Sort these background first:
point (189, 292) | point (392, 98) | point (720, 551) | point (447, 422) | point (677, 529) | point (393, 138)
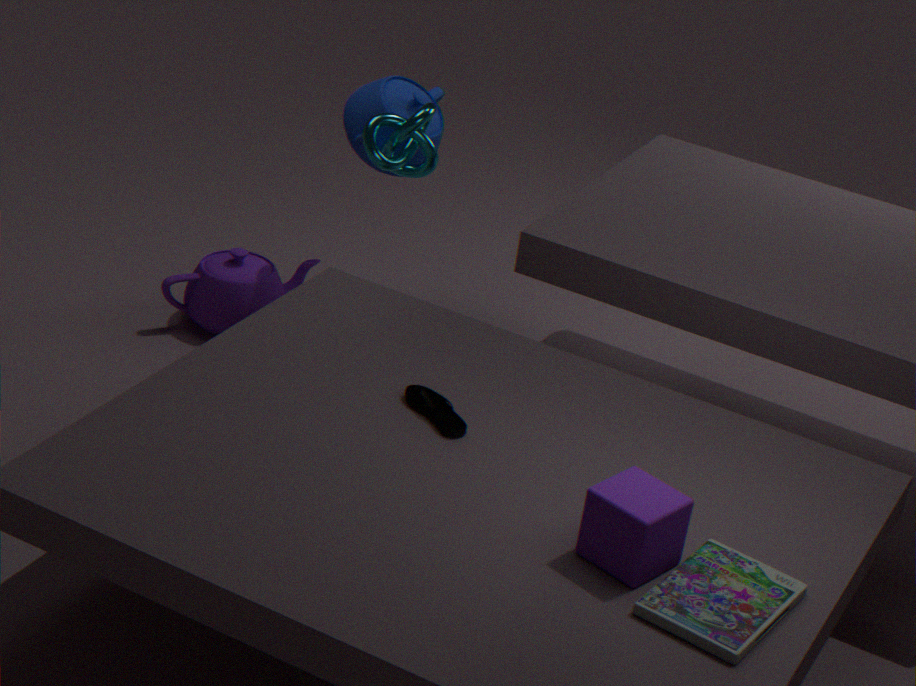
point (189, 292), point (392, 98), point (393, 138), point (447, 422), point (720, 551), point (677, 529)
